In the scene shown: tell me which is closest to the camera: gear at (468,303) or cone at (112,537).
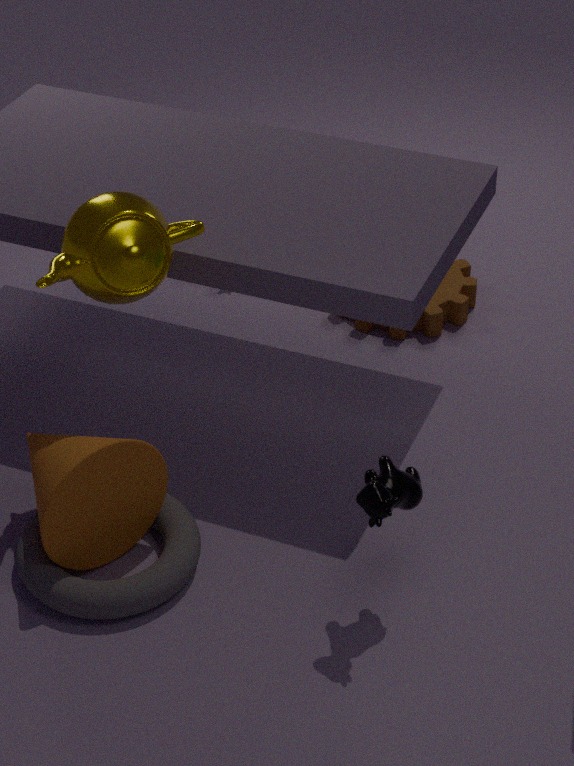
cone at (112,537)
